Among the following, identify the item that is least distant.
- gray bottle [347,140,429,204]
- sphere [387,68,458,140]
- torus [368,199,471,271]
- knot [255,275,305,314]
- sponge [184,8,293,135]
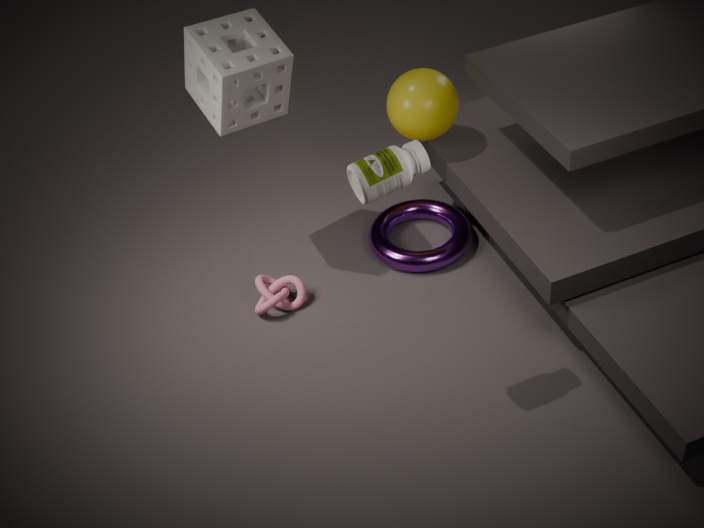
gray bottle [347,140,429,204]
